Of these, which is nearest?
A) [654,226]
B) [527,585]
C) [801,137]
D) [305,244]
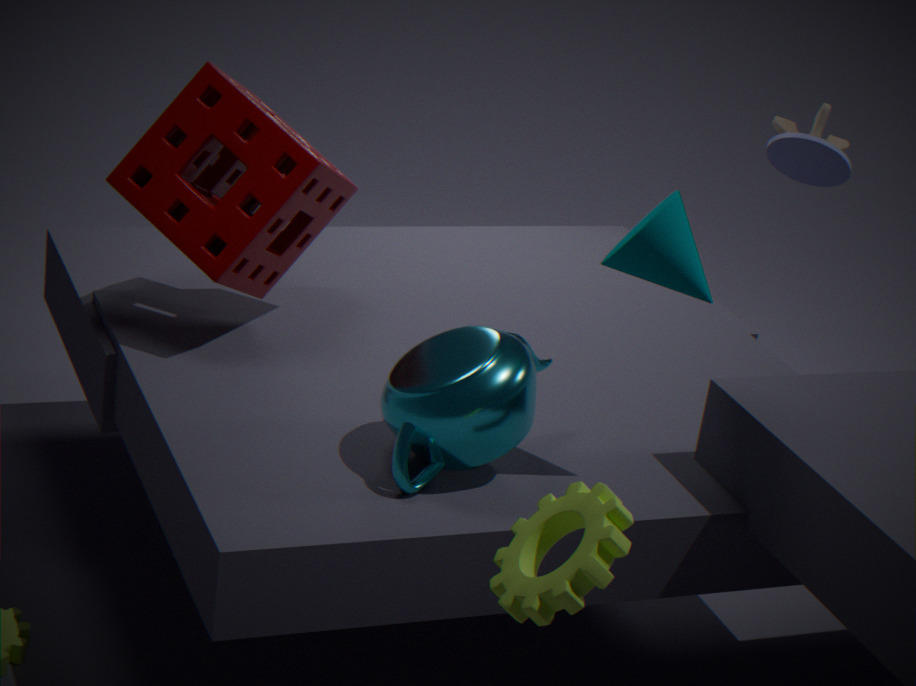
B. [527,585]
